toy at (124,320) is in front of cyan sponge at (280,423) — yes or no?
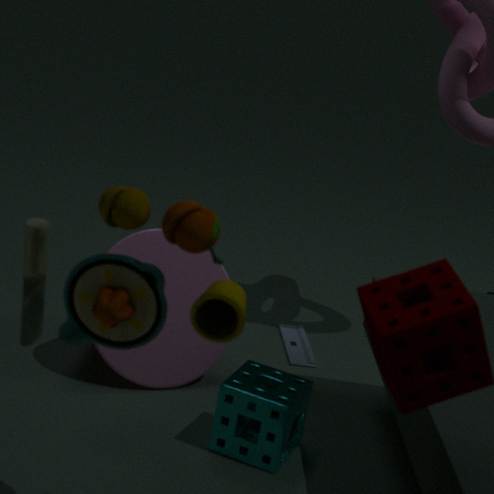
Yes
